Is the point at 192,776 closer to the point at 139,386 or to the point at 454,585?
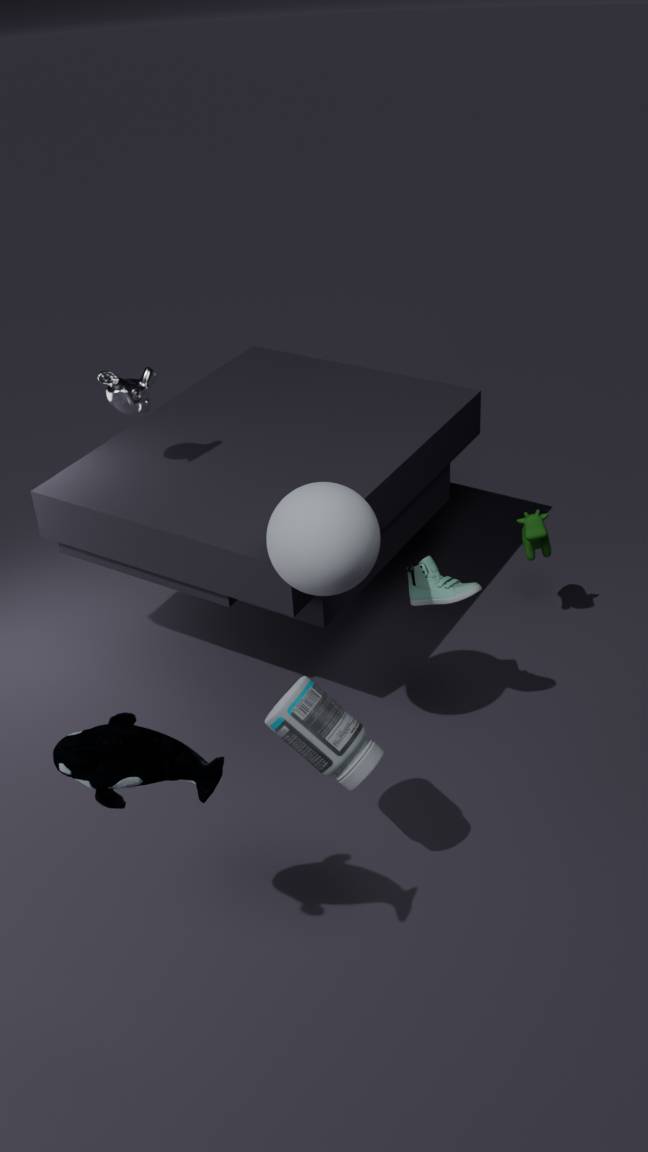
the point at 454,585
